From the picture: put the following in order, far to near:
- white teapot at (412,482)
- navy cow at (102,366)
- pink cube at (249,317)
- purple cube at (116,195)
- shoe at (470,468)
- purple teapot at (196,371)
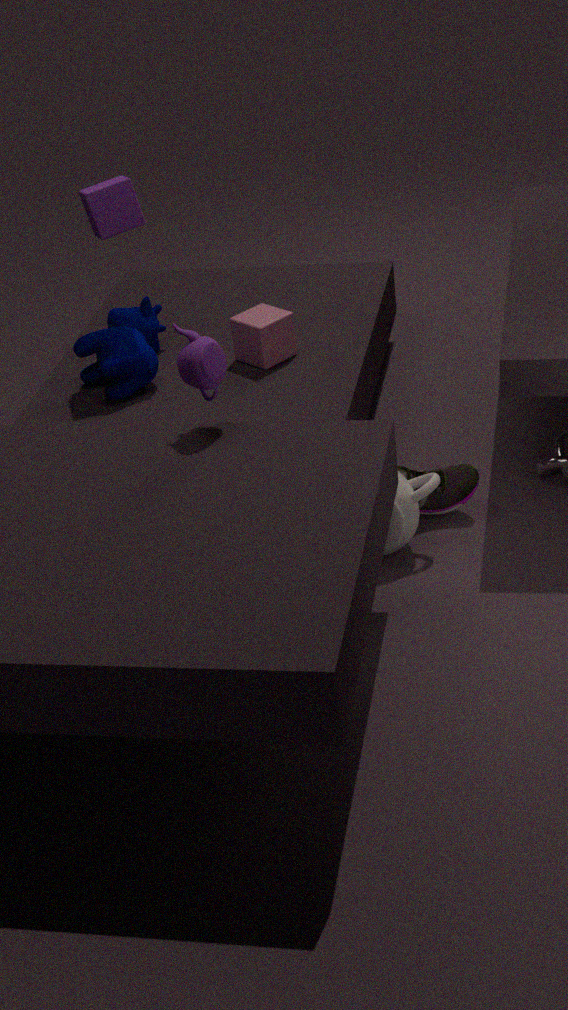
pink cube at (249,317) → navy cow at (102,366) → purple cube at (116,195) → shoe at (470,468) → white teapot at (412,482) → purple teapot at (196,371)
